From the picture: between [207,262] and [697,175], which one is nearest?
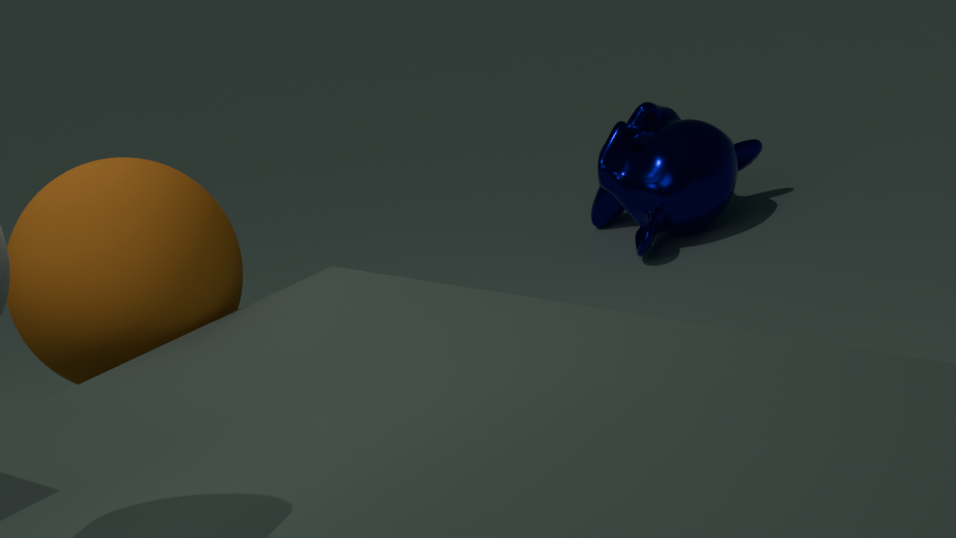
[207,262]
